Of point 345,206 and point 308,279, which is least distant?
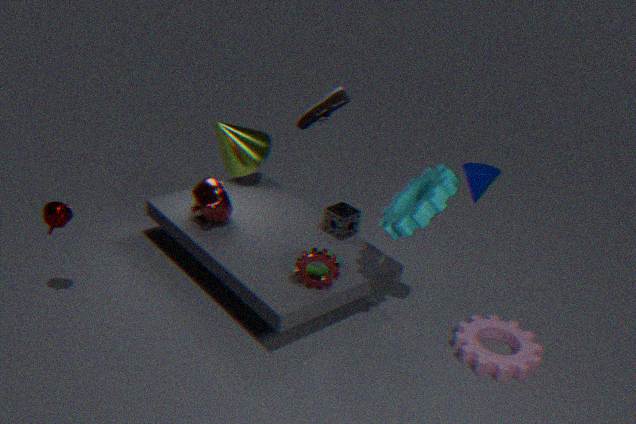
point 308,279
